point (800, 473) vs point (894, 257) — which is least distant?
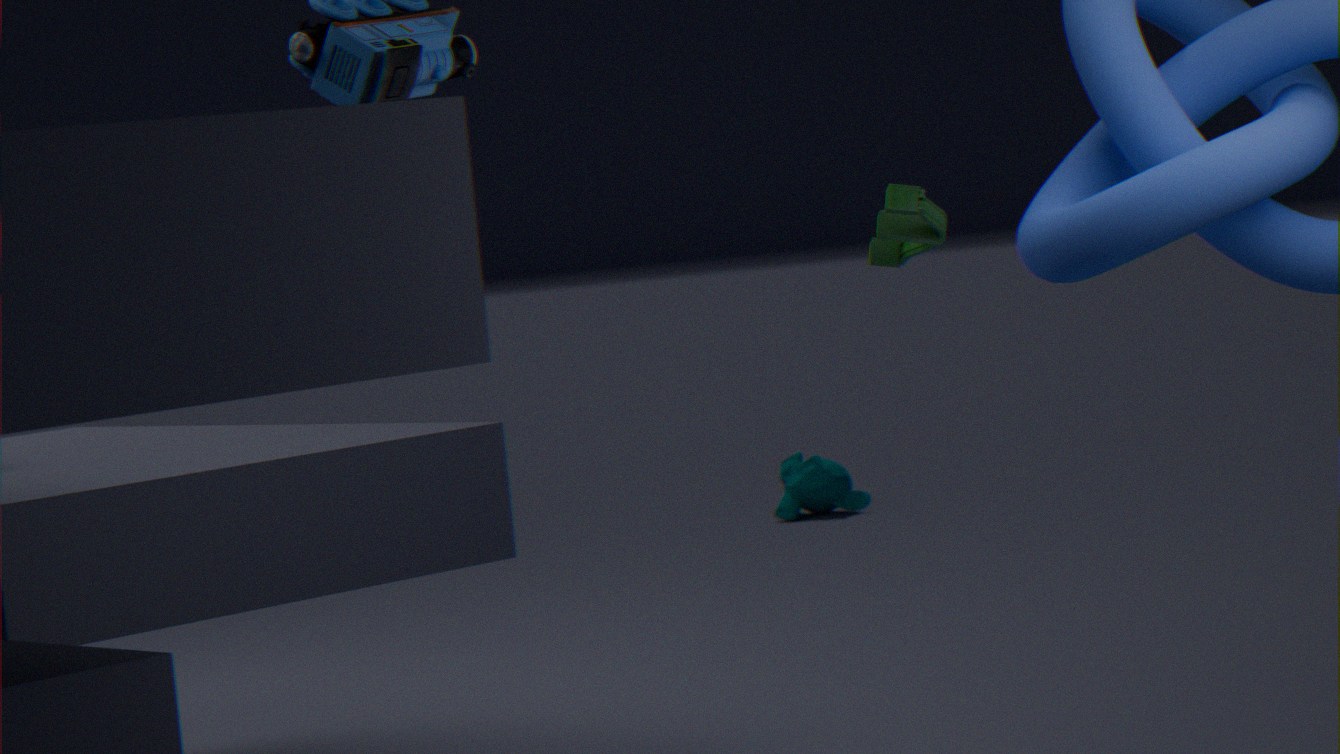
point (894, 257)
